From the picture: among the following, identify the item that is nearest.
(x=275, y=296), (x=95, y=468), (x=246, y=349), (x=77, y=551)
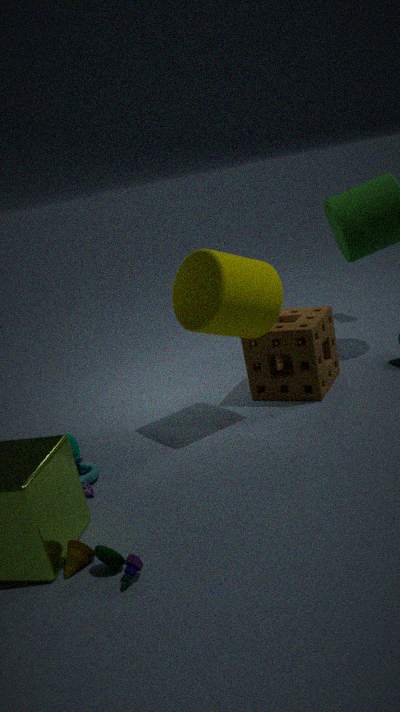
(x=77, y=551)
